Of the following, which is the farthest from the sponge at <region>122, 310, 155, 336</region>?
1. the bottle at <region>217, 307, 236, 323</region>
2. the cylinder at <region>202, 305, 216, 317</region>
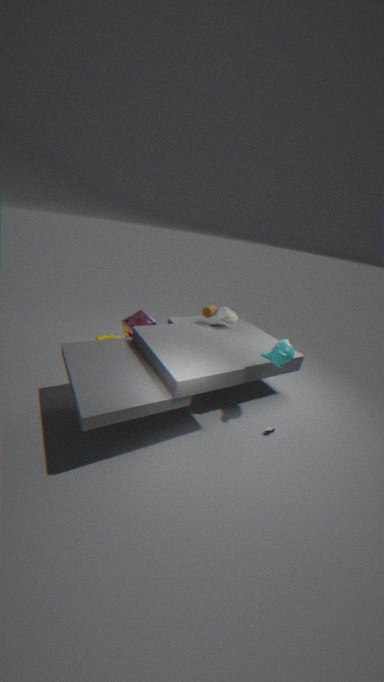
the bottle at <region>217, 307, 236, 323</region>
